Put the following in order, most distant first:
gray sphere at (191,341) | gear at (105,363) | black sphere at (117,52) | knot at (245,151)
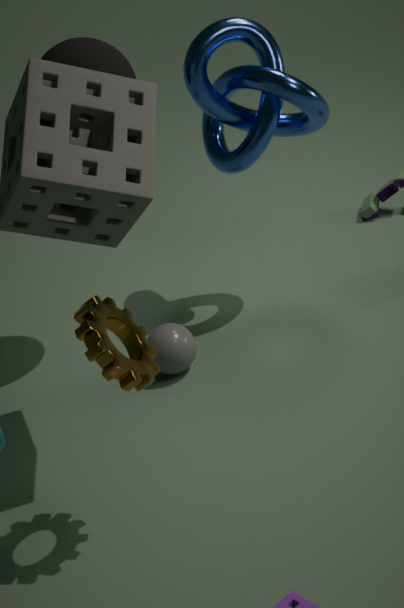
1. gray sphere at (191,341)
2. knot at (245,151)
3. black sphere at (117,52)
4. gear at (105,363)
